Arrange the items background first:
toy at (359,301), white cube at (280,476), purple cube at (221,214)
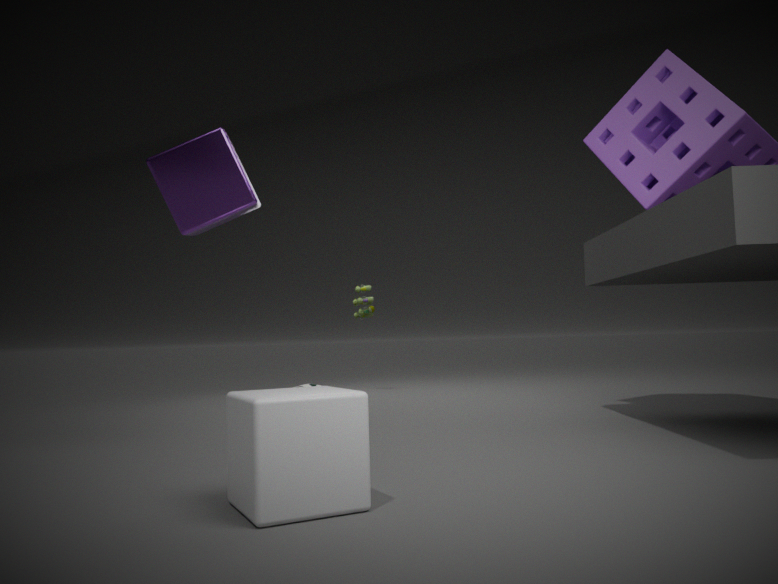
toy at (359,301), purple cube at (221,214), white cube at (280,476)
